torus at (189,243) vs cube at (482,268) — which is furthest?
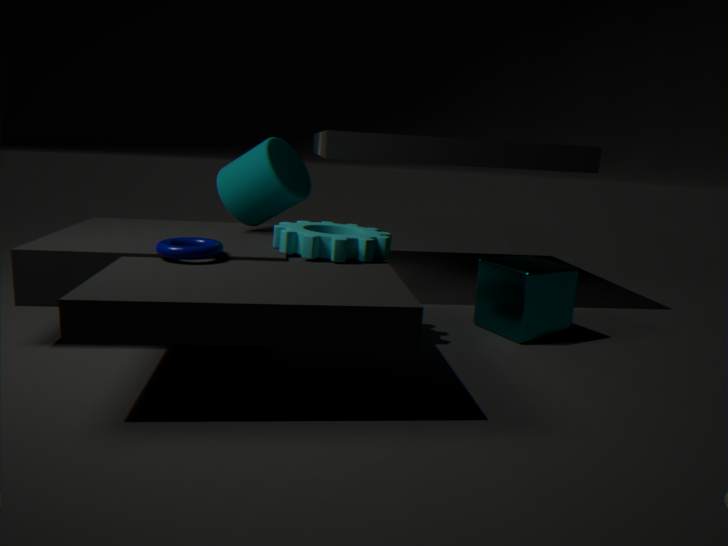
cube at (482,268)
